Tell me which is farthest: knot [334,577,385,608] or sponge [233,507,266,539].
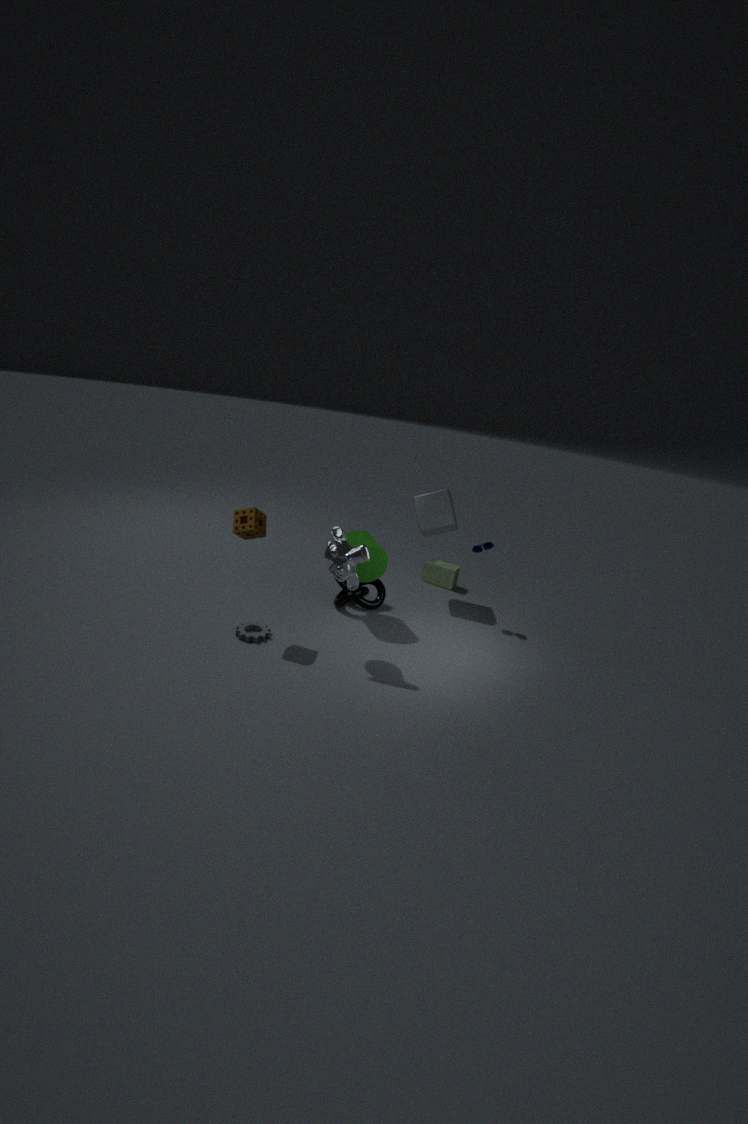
knot [334,577,385,608]
